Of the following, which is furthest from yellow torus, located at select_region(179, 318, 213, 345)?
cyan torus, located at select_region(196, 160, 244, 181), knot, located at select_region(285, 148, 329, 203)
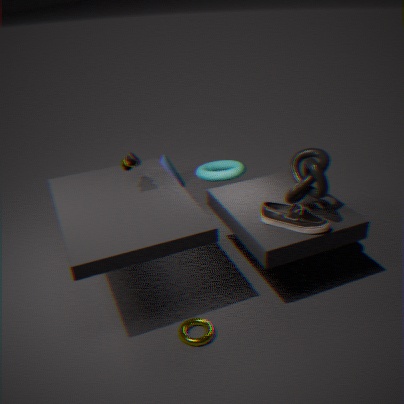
cyan torus, located at select_region(196, 160, 244, 181)
